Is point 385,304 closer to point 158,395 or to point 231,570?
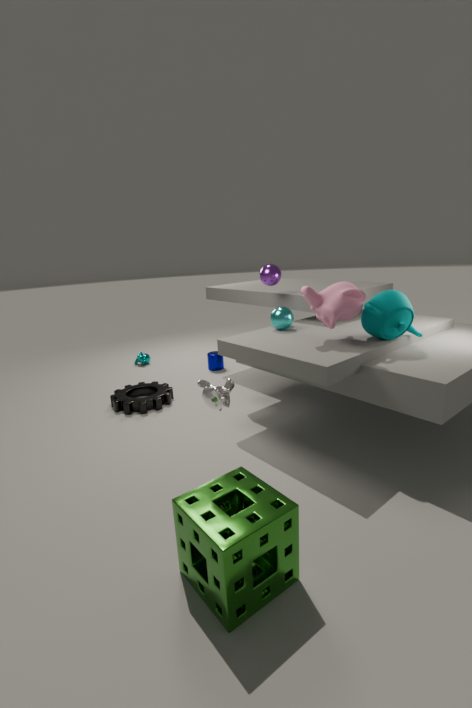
point 231,570
